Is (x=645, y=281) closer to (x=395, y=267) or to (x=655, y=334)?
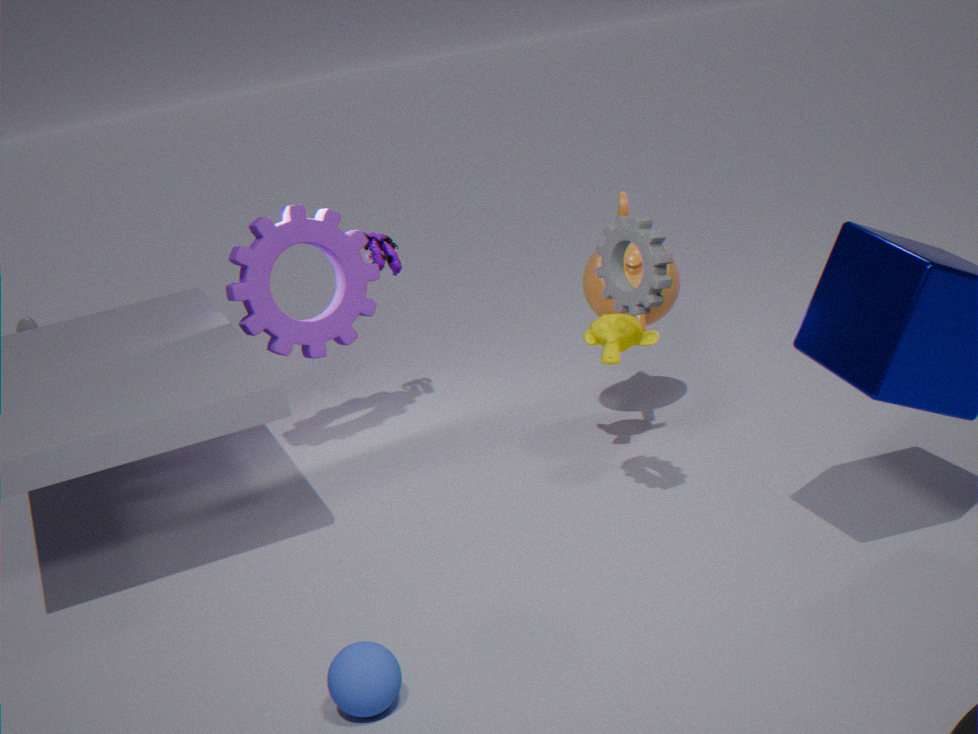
(x=655, y=334)
